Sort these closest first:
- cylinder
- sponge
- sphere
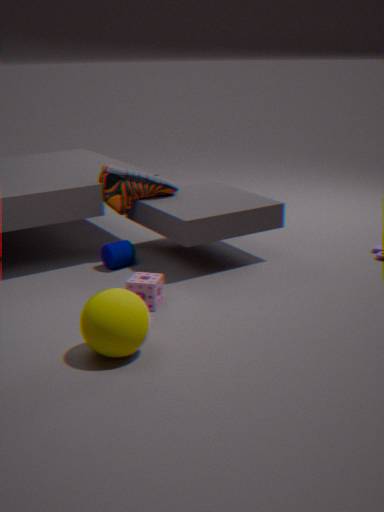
sphere → sponge → cylinder
